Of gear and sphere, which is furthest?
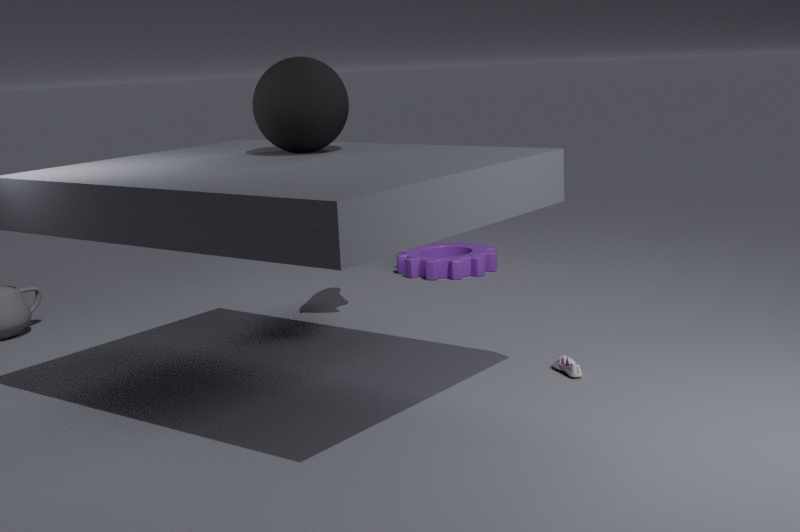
gear
